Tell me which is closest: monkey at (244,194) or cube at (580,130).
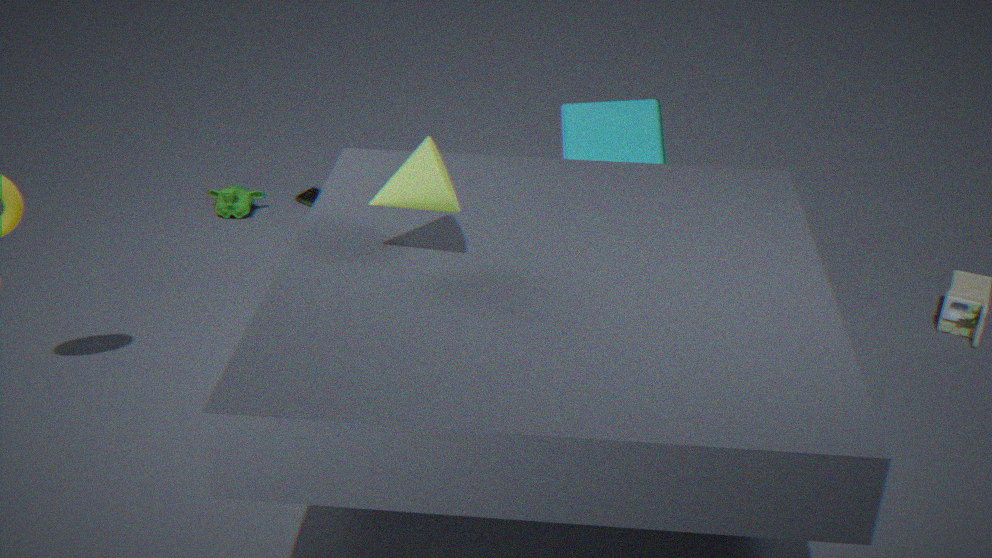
cube at (580,130)
